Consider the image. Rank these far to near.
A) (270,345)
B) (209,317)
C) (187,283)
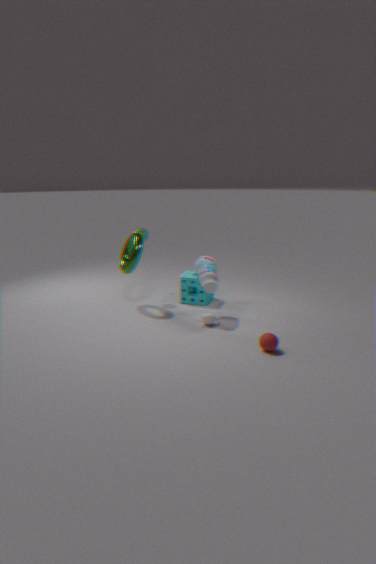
(187,283) < (209,317) < (270,345)
